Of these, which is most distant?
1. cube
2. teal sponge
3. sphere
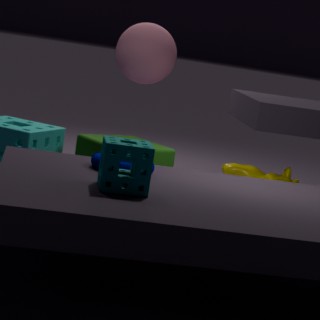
sphere
